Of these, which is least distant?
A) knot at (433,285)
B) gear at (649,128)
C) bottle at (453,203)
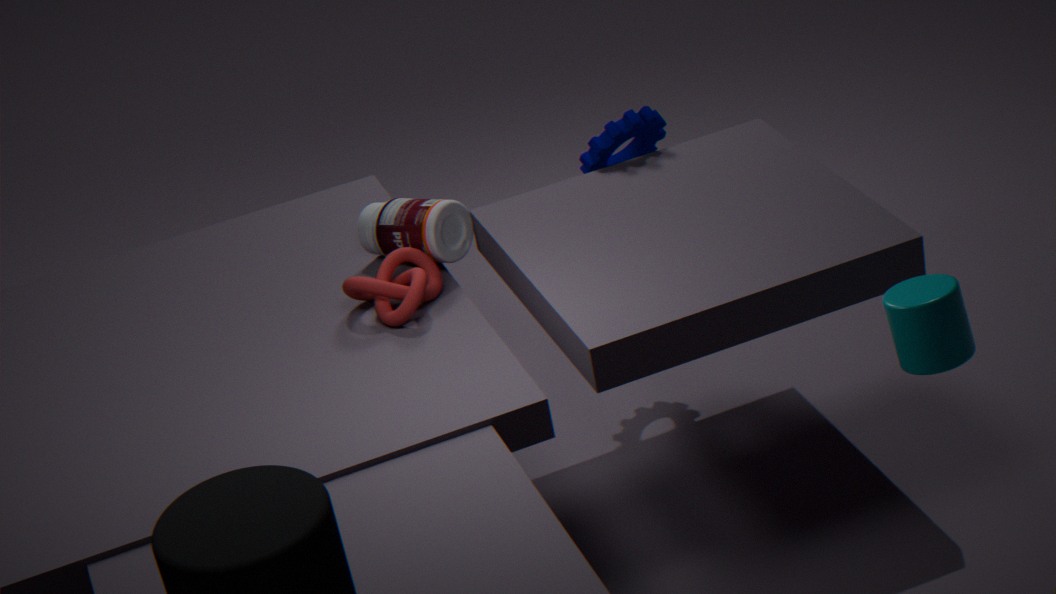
knot at (433,285)
